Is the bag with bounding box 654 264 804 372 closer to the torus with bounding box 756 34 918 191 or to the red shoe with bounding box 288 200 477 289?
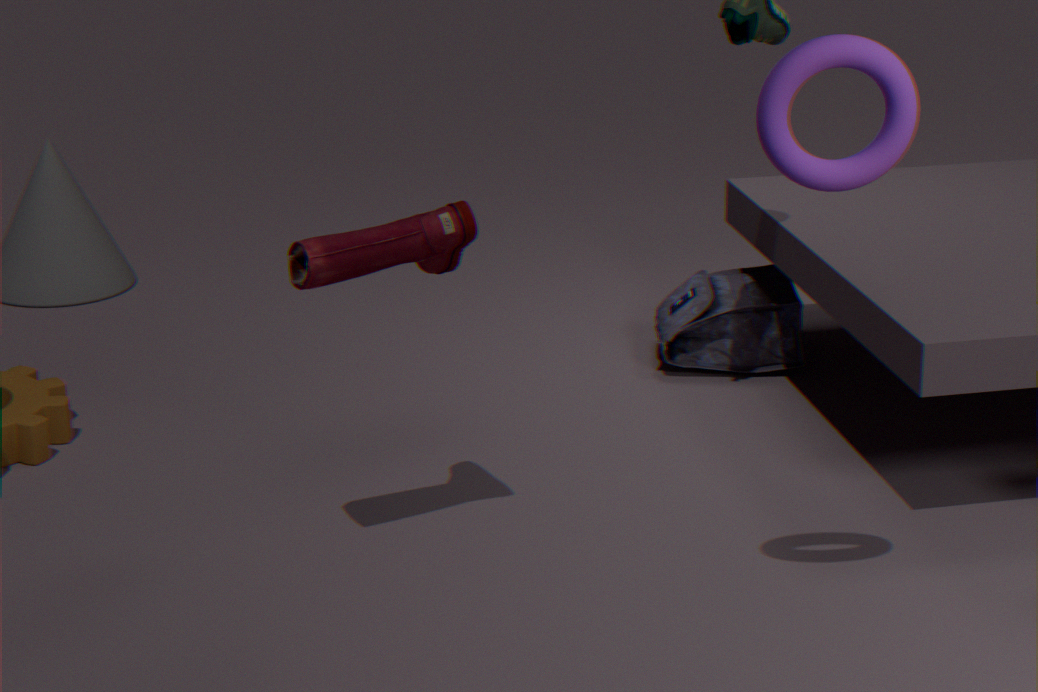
the red shoe with bounding box 288 200 477 289
